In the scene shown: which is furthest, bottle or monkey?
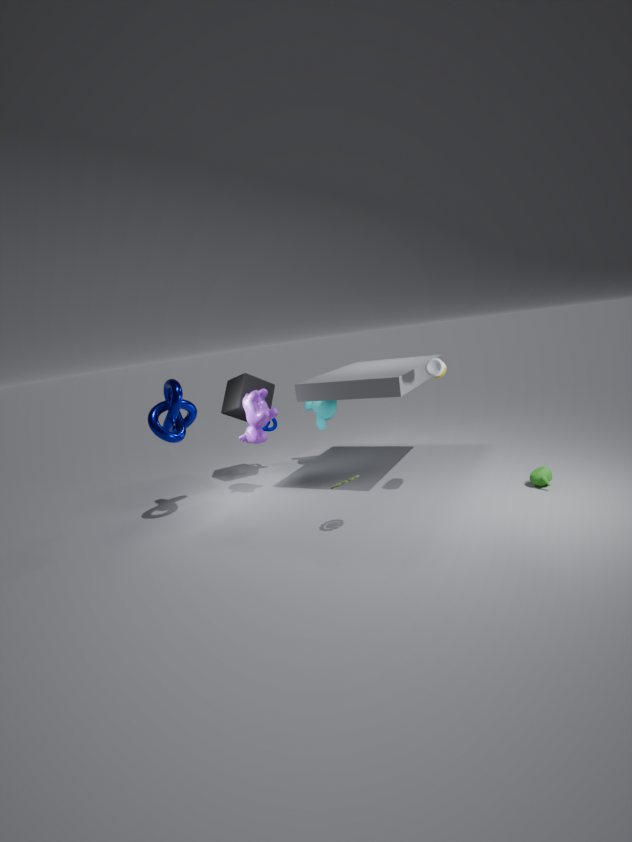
monkey
